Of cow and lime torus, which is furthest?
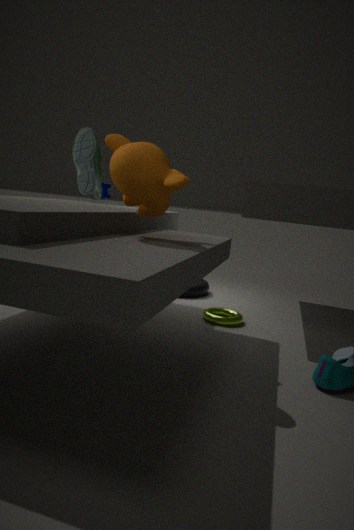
cow
